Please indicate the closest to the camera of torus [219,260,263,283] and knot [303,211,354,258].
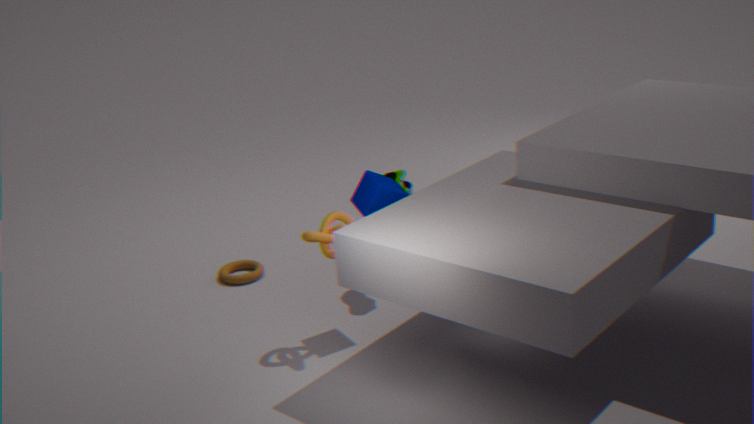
knot [303,211,354,258]
